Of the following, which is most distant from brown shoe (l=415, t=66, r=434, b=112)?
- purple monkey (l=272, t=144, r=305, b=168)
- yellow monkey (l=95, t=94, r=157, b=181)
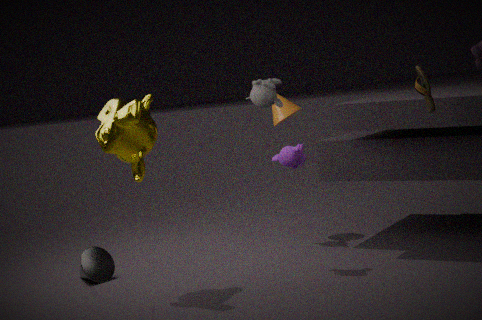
yellow monkey (l=95, t=94, r=157, b=181)
